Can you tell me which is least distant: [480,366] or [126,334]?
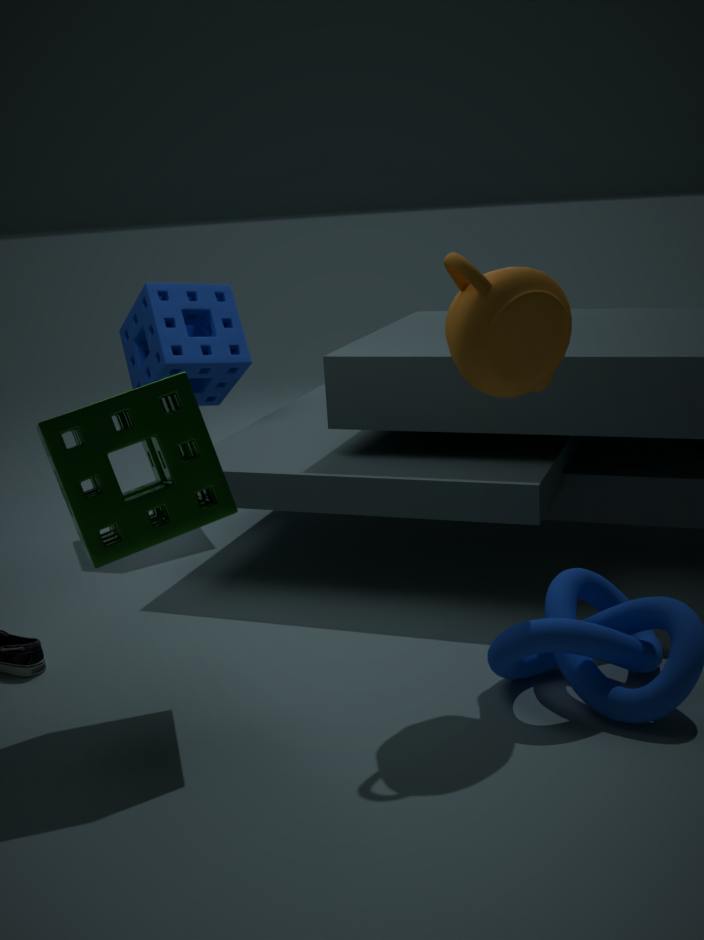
[480,366]
